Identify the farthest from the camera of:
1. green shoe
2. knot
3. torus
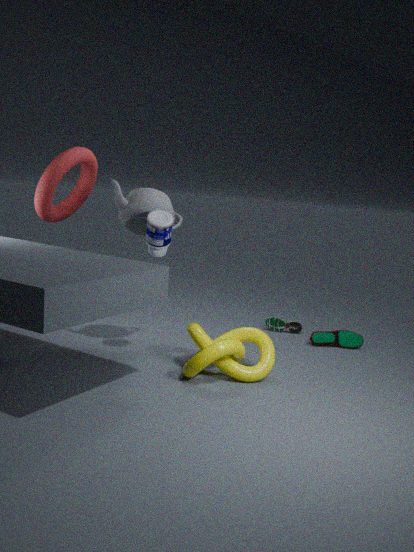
green shoe
